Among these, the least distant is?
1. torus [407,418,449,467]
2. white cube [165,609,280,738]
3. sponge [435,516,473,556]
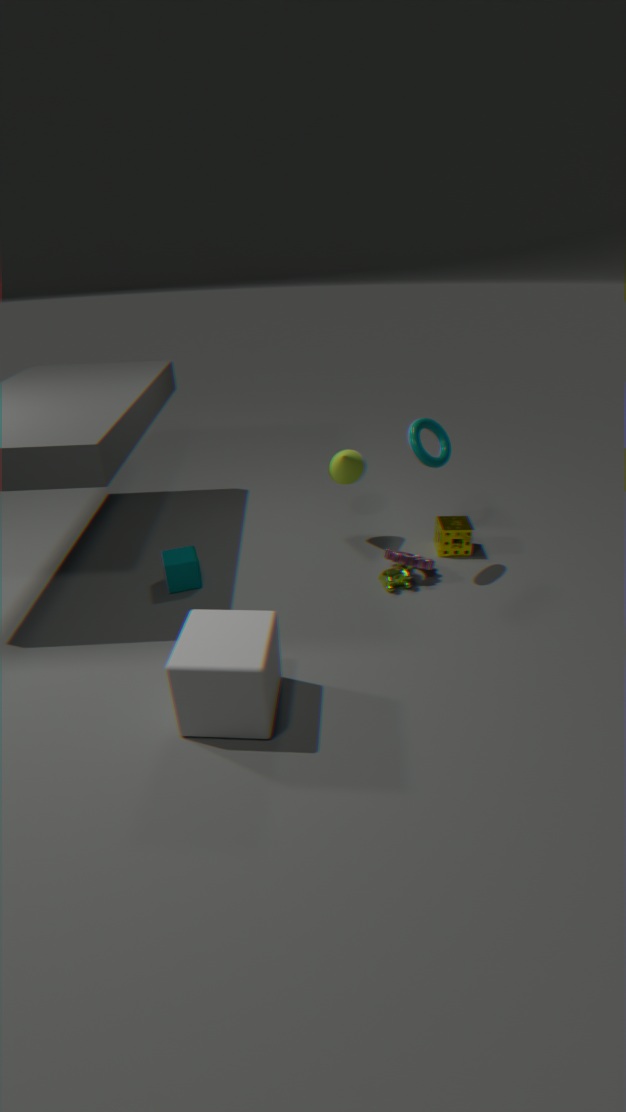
white cube [165,609,280,738]
